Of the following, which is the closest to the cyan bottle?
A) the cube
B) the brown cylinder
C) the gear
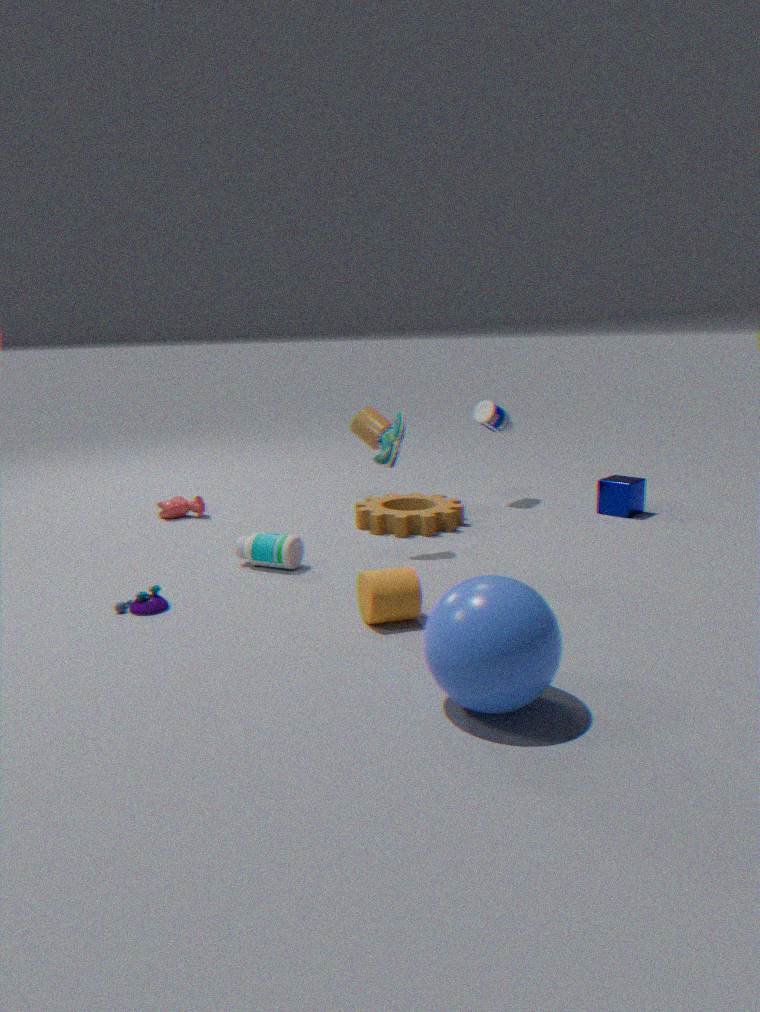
the gear
